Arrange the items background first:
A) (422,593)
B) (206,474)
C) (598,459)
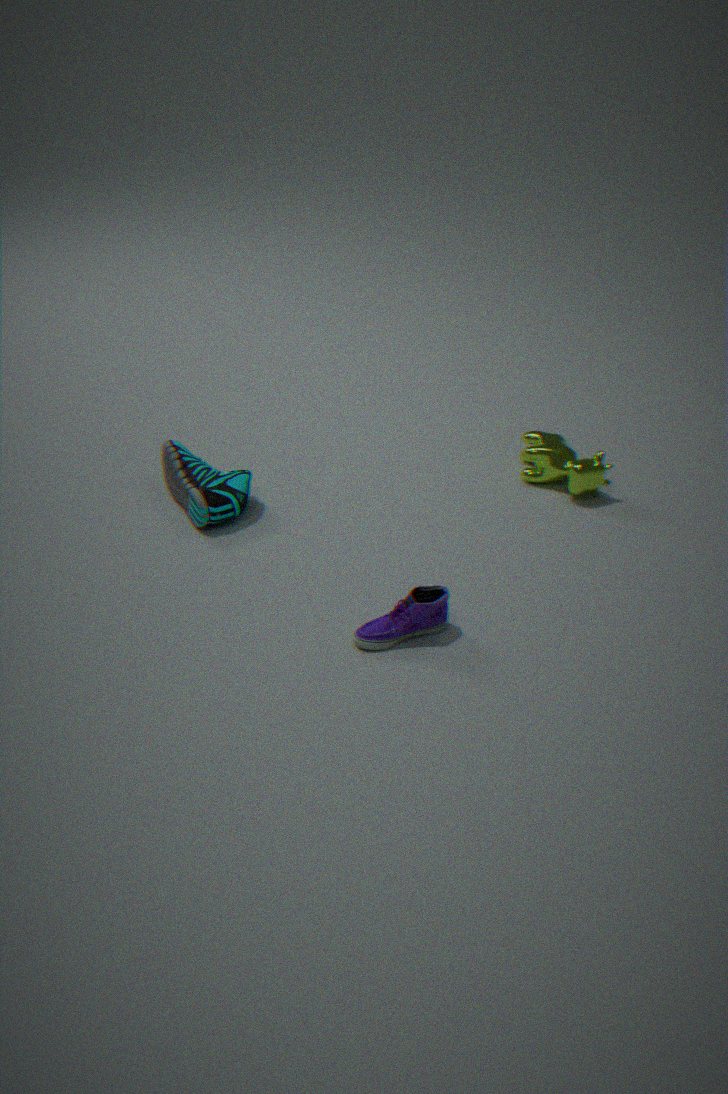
(598,459)
(206,474)
(422,593)
